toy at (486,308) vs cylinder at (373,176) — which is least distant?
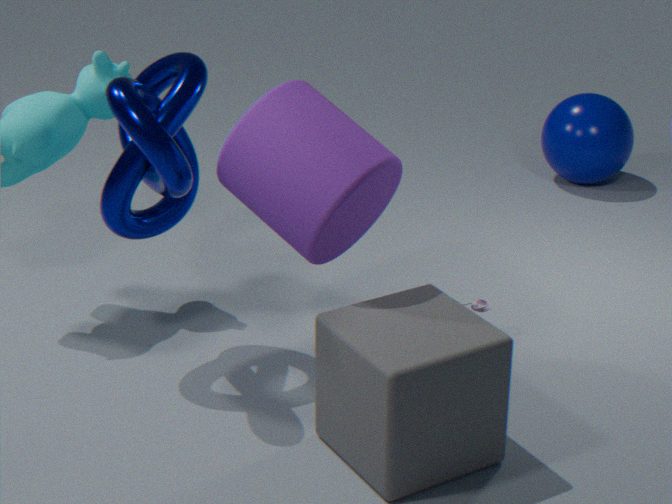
cylinder at (373,176)
